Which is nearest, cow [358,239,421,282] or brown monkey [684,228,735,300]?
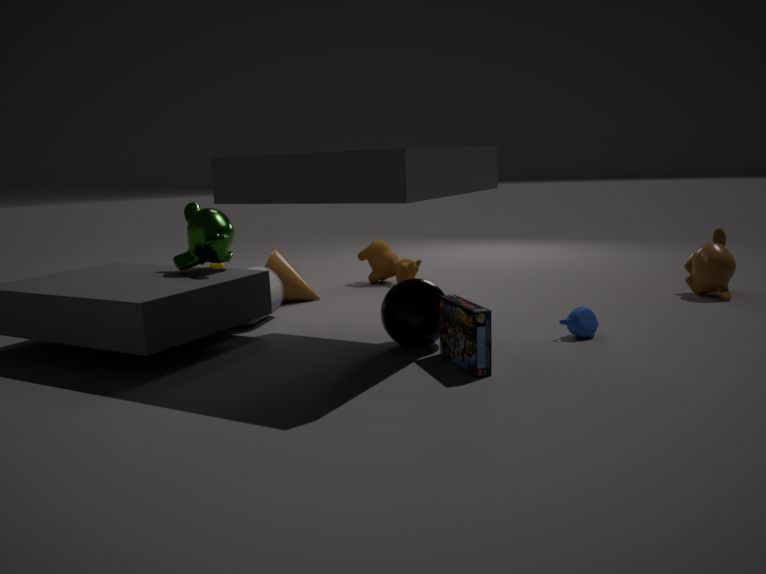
brown monkey [684,228,735,300]
